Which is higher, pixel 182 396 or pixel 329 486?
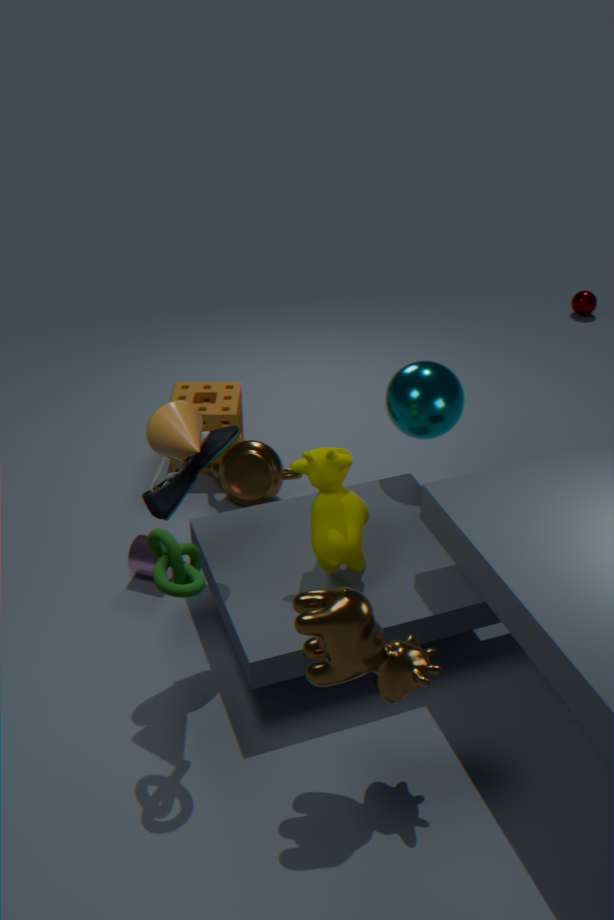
pixel 329 486
